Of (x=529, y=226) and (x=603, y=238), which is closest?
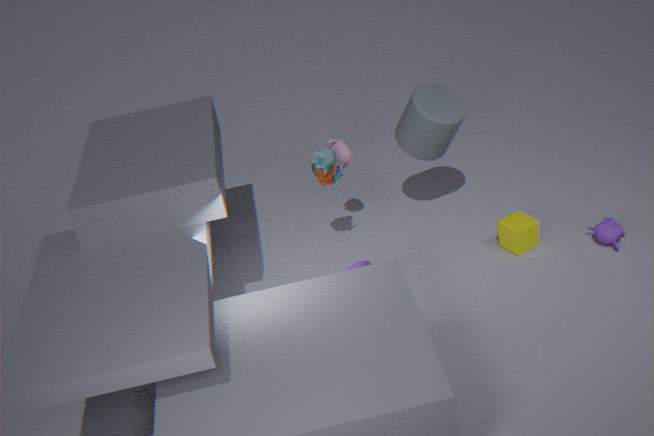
(x=603, y=238)
